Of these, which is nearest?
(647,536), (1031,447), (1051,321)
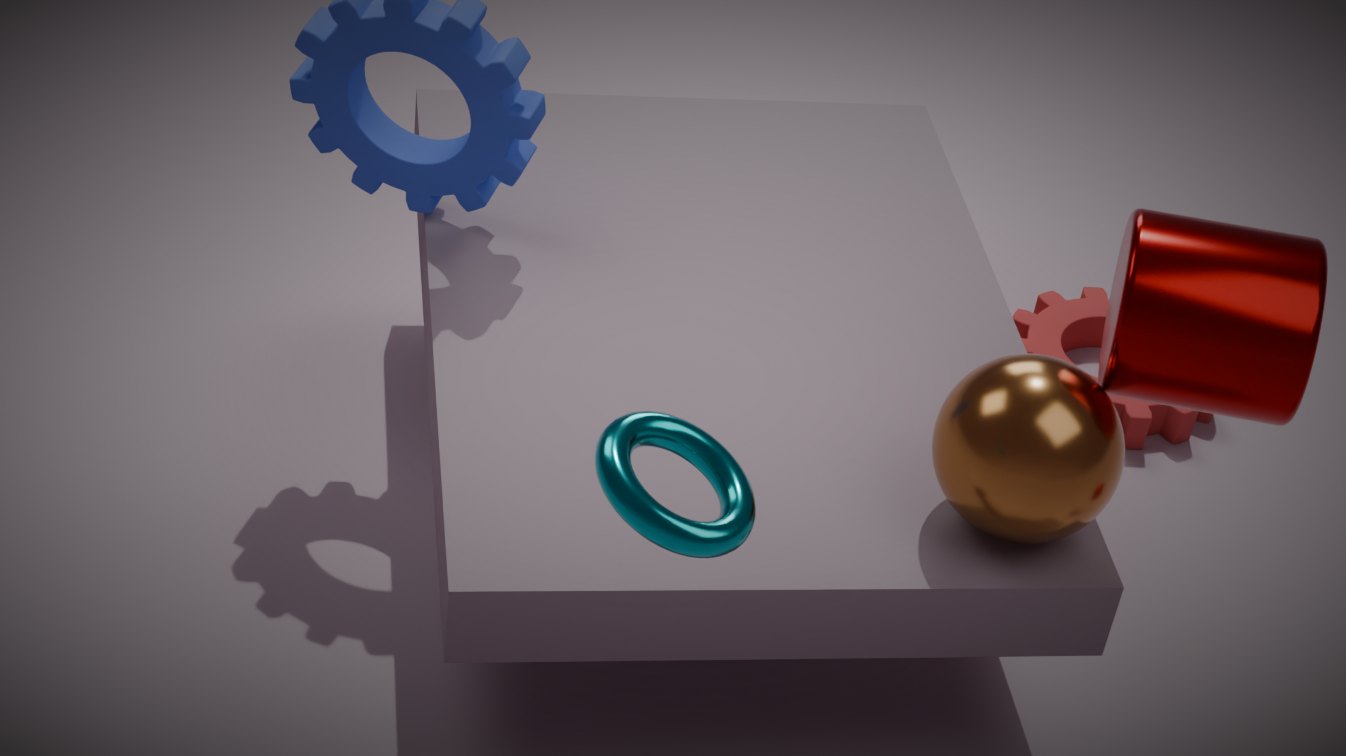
(647,536)
